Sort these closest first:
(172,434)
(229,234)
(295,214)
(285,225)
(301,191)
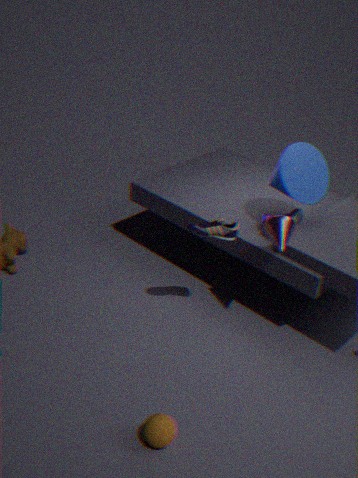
(172,434) → (285,225) → (229,234) → (301,191) → (295,214)
